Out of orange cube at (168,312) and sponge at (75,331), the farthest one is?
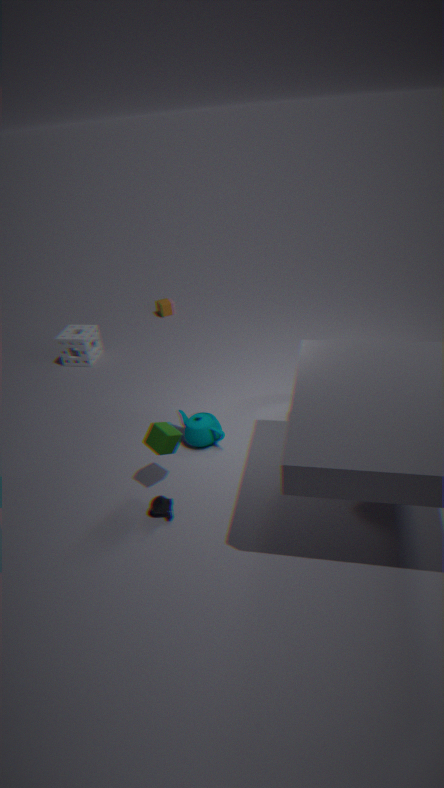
orange cube at (168,312)
